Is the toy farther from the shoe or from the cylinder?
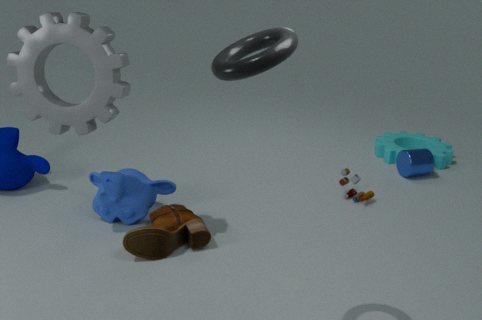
the shoe
